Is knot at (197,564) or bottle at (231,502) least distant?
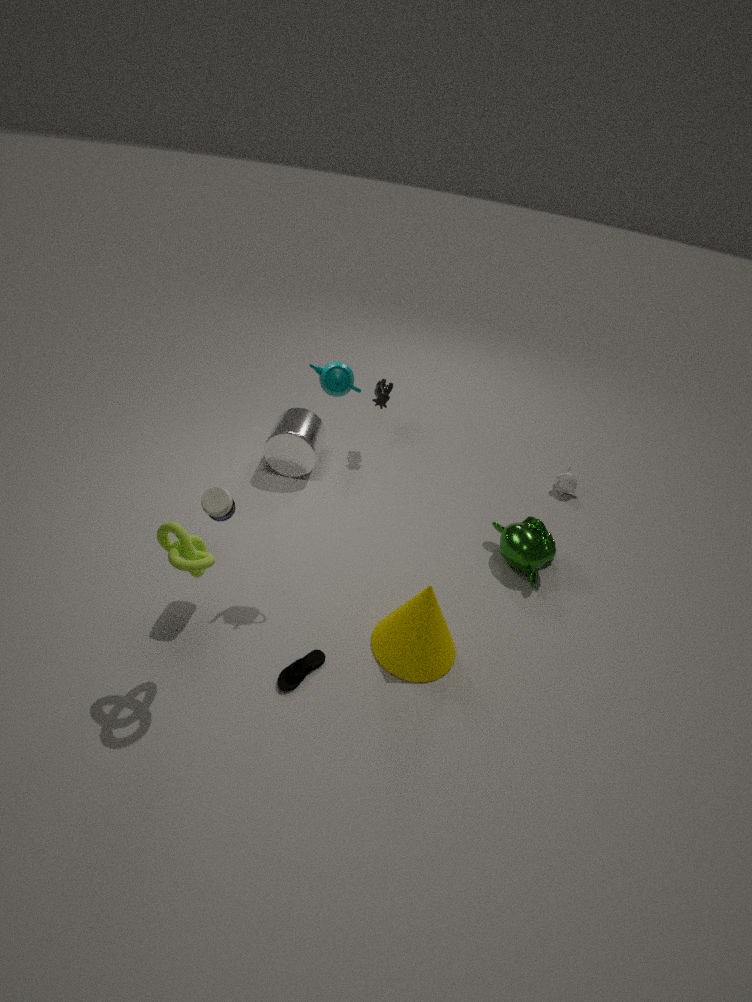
knot at (197,564)
